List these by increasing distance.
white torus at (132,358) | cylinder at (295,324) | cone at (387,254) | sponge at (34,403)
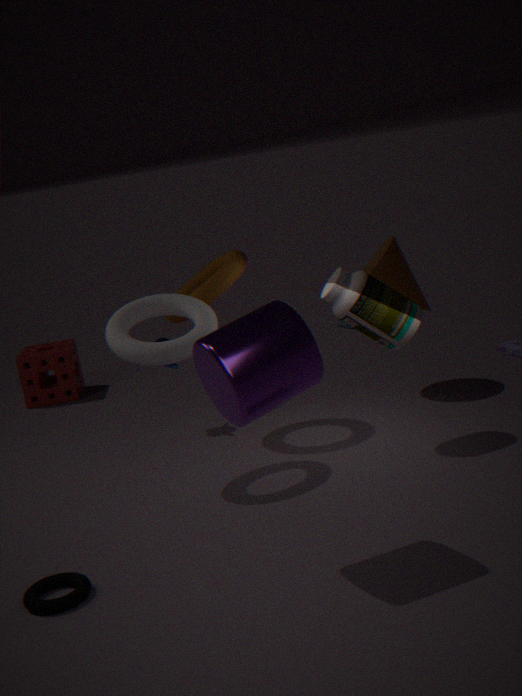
1. cylinder at (295,324)
2. white torus at (132,358)
3. cone at (387,254)
4. sponge at (34,403)
